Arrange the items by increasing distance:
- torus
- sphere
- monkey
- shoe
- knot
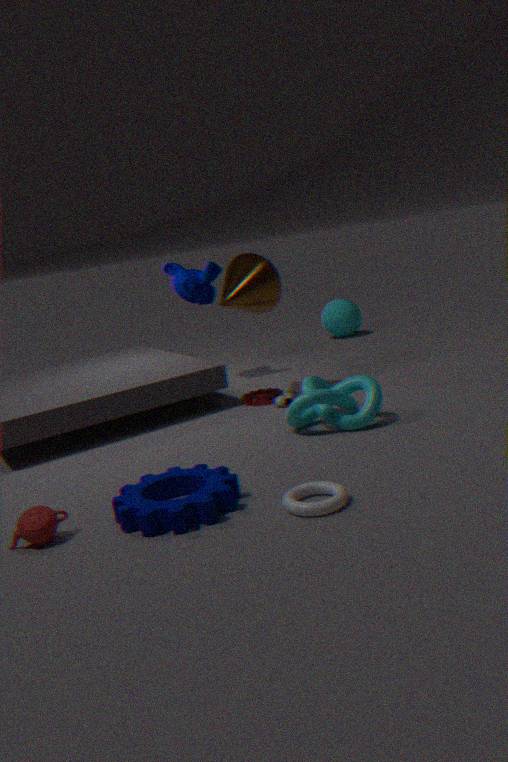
torus < knot < shoe < monkey < sphere
